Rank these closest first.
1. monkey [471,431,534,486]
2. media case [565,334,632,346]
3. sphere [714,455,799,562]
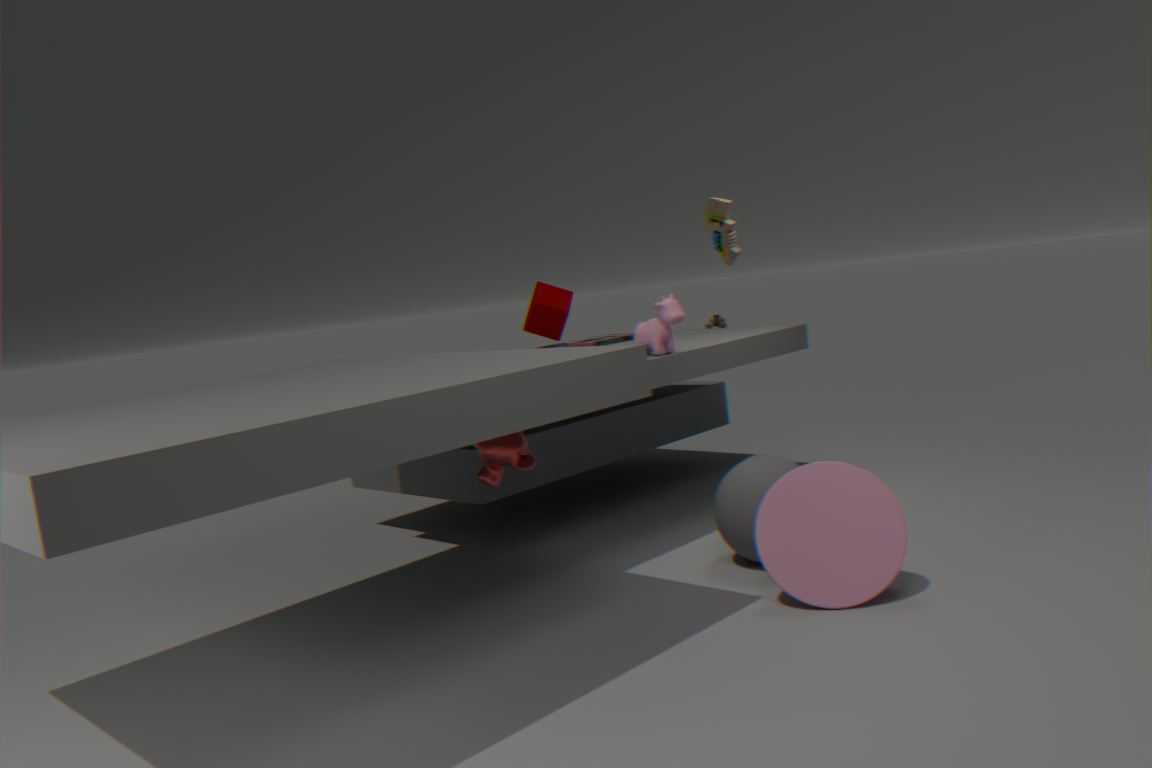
monkey [471,431,534,486]
sphere [714,455,799,562]
media case [565,334,632,346]
